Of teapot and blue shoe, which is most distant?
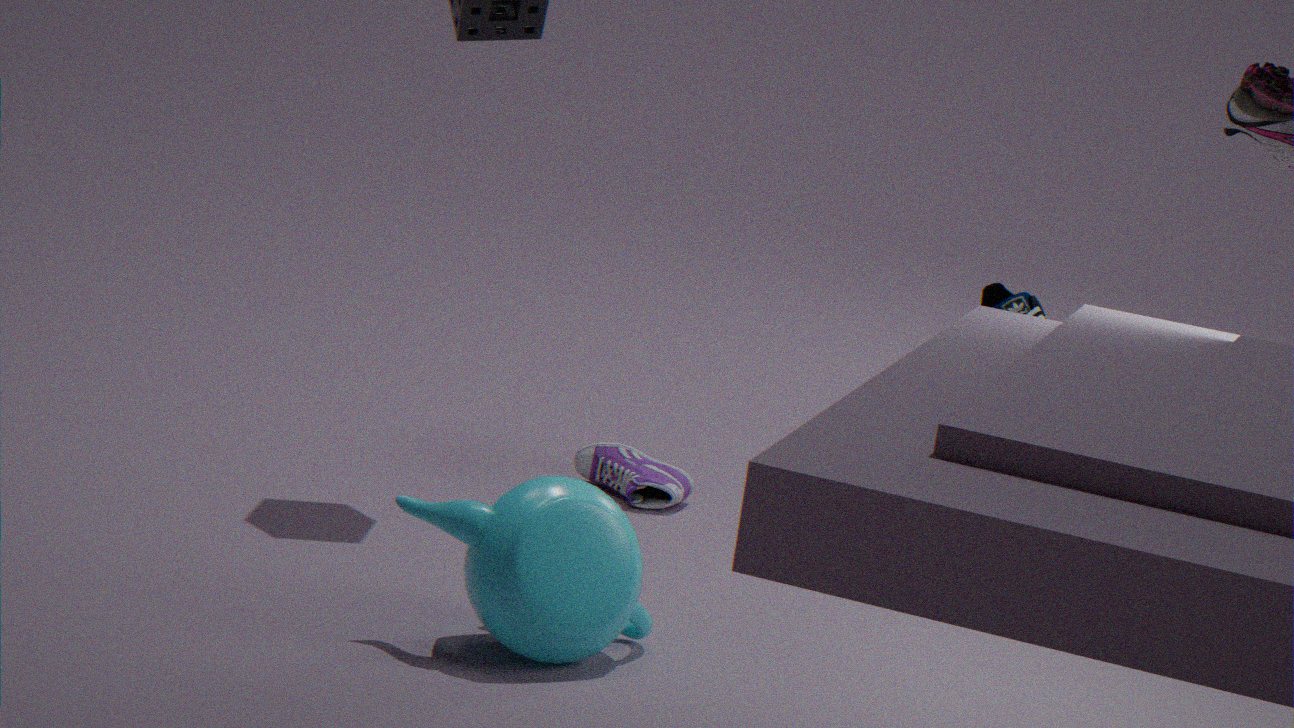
blue shoe
